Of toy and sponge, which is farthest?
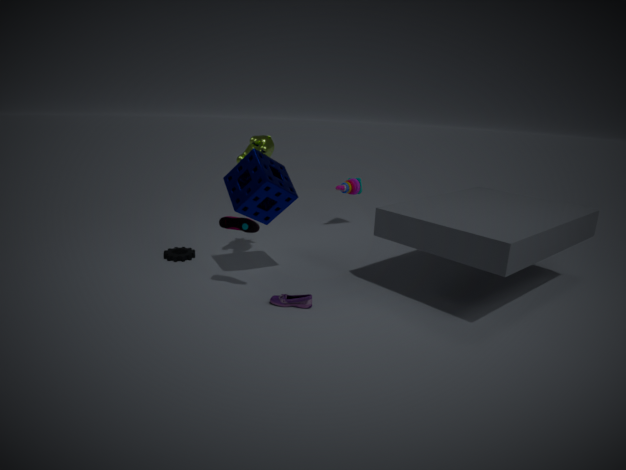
toy
